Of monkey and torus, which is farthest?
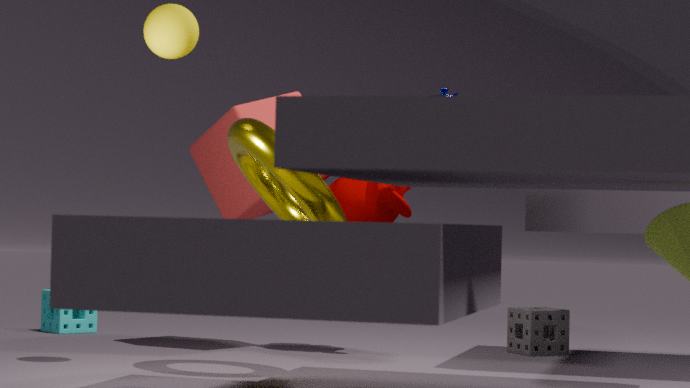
monkey
